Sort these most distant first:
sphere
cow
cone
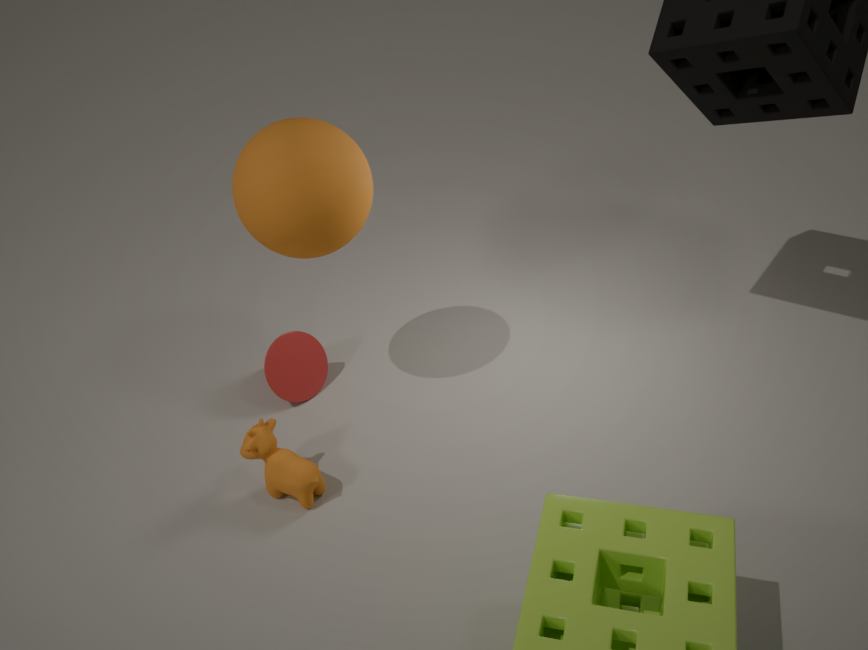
cone → cow → sphere
